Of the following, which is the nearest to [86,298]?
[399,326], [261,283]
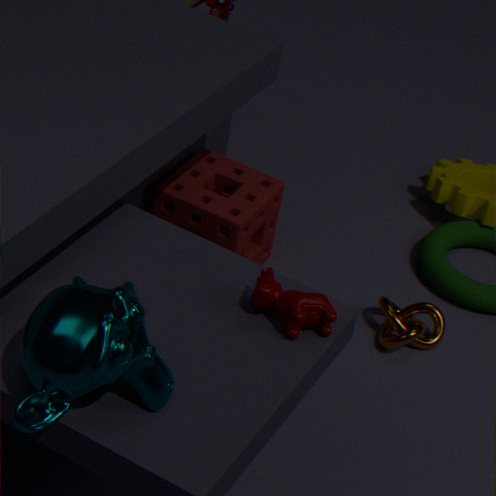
[261,283]
